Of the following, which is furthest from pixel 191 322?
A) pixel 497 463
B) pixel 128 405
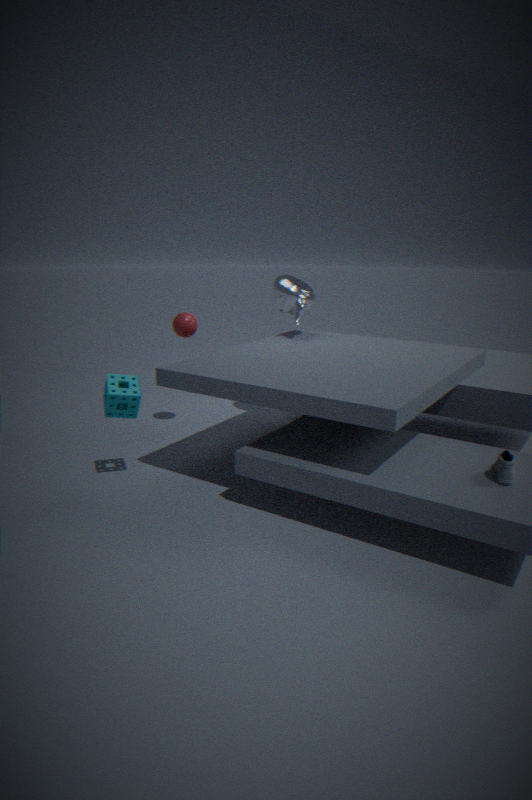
pixel 497 463
